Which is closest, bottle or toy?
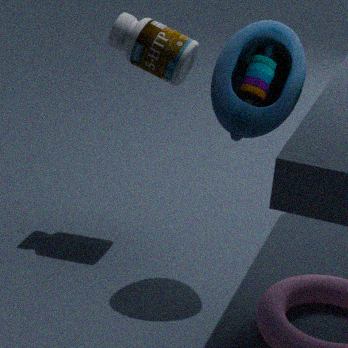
toy
